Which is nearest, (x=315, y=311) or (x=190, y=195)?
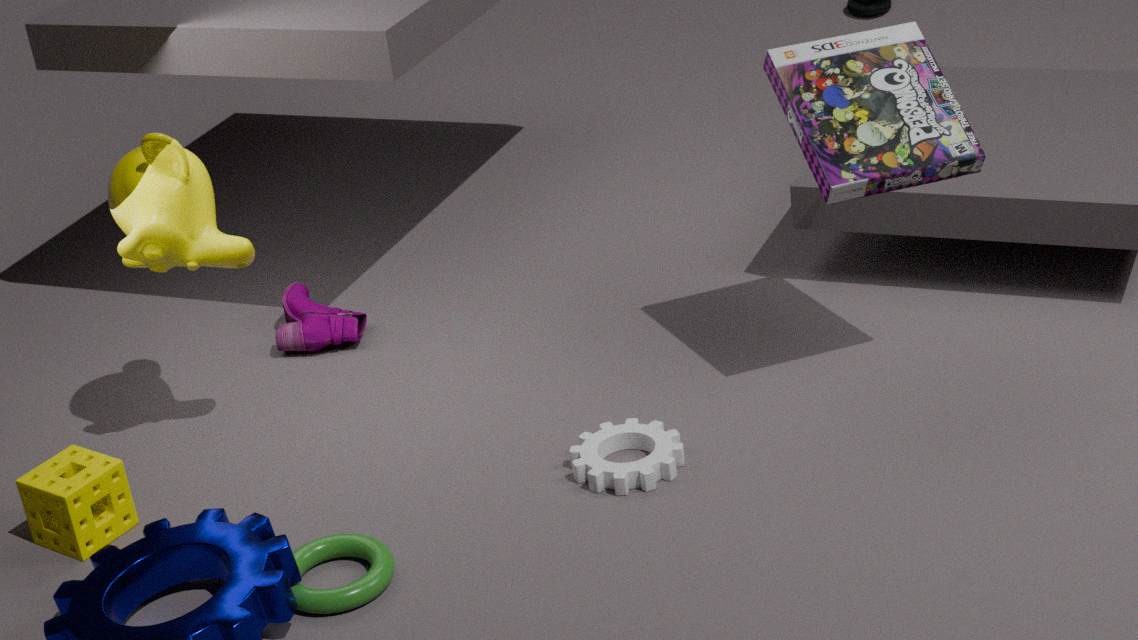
(x=190, y=195)
